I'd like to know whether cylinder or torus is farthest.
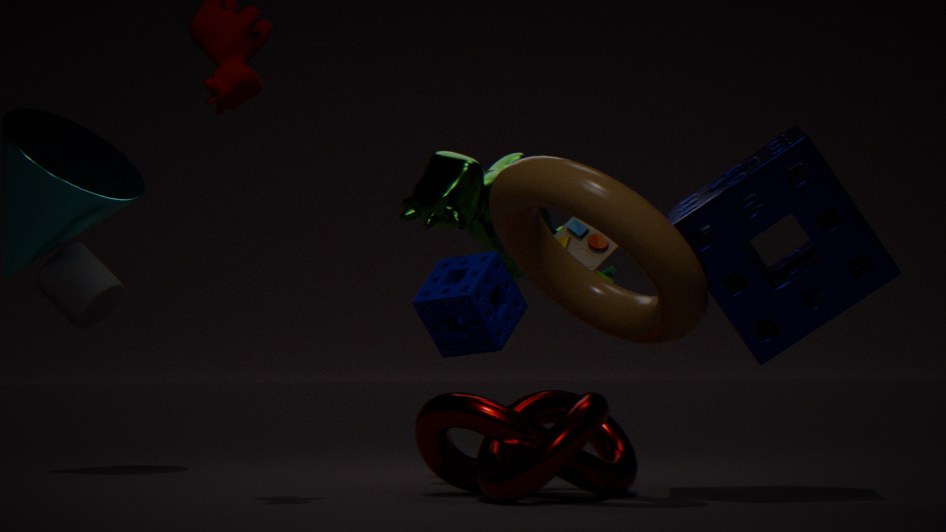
cylinder
